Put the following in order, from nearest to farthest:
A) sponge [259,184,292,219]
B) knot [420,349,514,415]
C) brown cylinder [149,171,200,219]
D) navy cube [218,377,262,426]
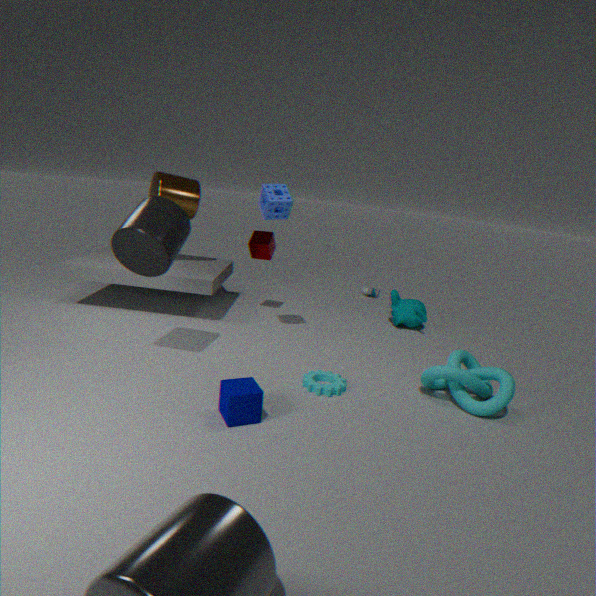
D. navy cube [218,377,262,426] → B. knot [420,349,514,415] → A. sponge [259,184,292,219] → C. brown cylinder [149,171,200,219]
